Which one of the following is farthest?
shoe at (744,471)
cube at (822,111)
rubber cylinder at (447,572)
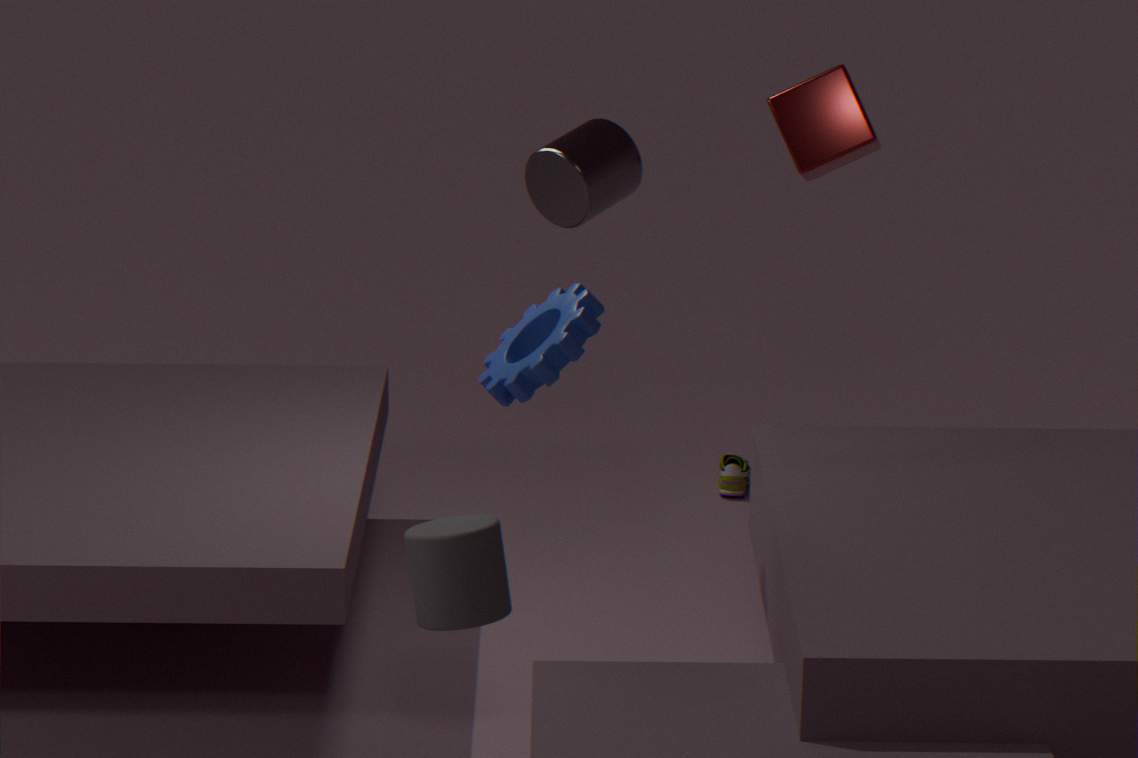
shoe at (744,471)
